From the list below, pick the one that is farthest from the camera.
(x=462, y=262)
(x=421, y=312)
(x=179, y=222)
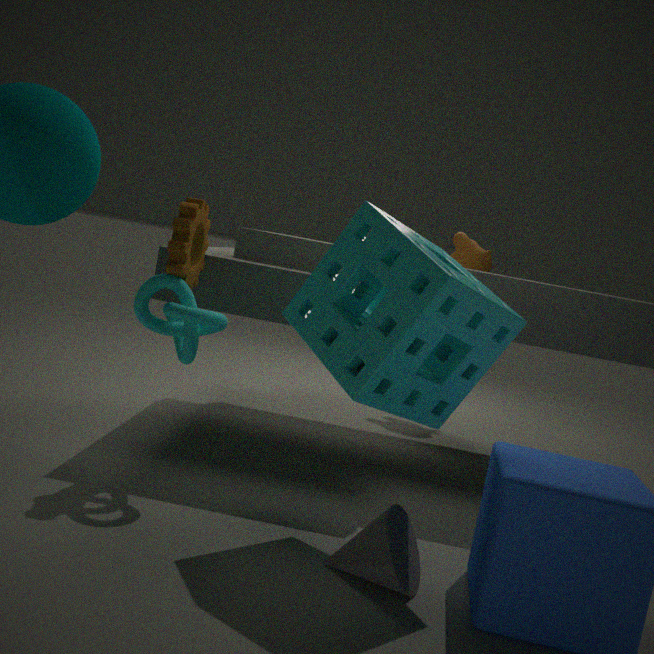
(x=462, y=262)
